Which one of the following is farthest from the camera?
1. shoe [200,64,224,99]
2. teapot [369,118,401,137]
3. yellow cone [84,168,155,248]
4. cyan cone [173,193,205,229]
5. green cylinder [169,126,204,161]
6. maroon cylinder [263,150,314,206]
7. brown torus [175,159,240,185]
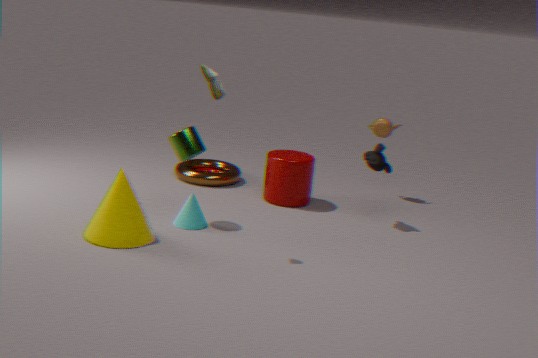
teapot [369,118,401,137]
